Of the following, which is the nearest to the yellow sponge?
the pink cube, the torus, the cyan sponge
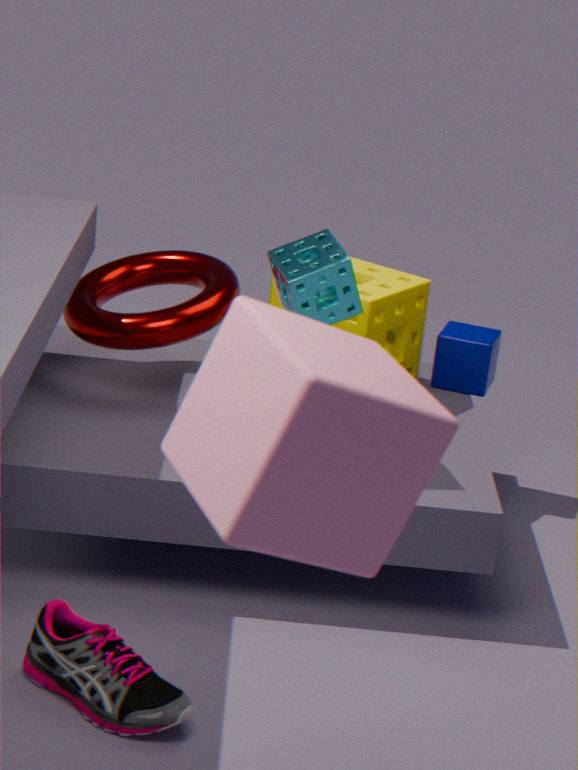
the torus
